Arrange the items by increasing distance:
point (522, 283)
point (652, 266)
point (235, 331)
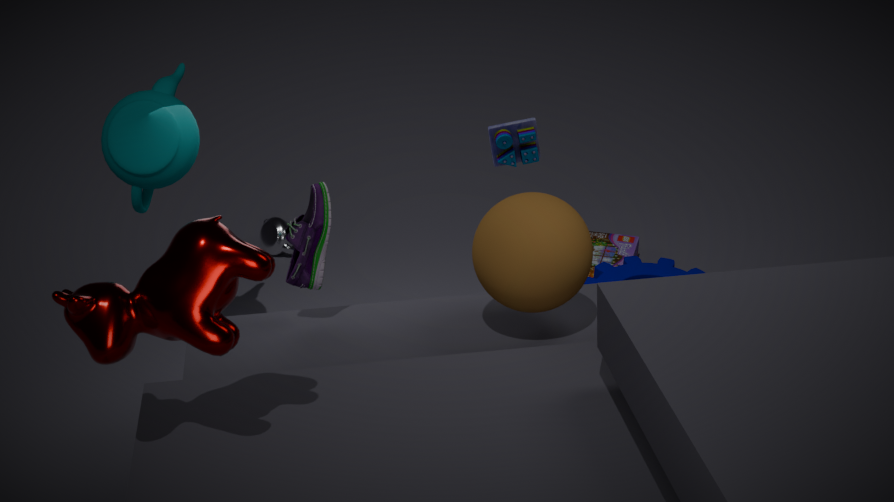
point (235, 331) < point (522, 283) < point (652, 266)
